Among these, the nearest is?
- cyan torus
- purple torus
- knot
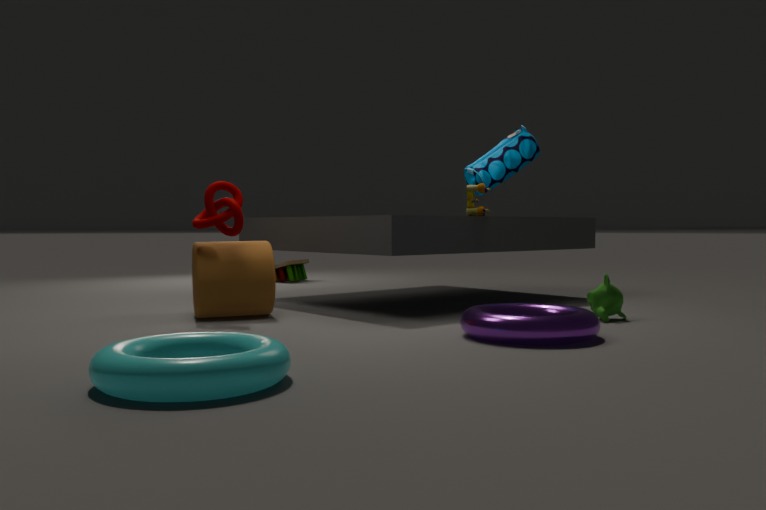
cyan torus
